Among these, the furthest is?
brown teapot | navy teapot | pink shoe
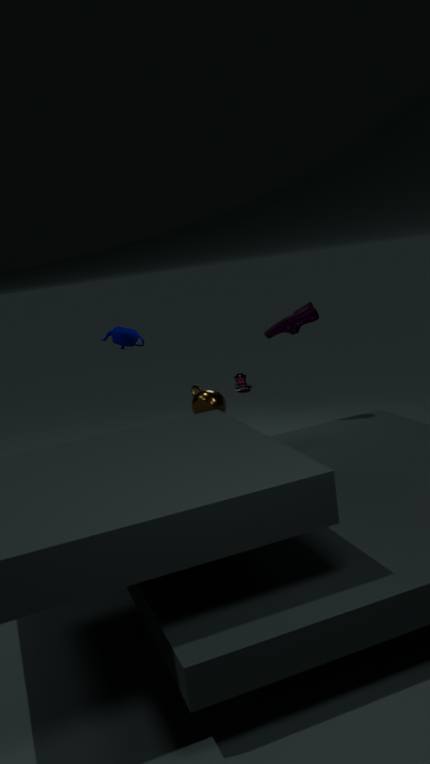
pink shoe
